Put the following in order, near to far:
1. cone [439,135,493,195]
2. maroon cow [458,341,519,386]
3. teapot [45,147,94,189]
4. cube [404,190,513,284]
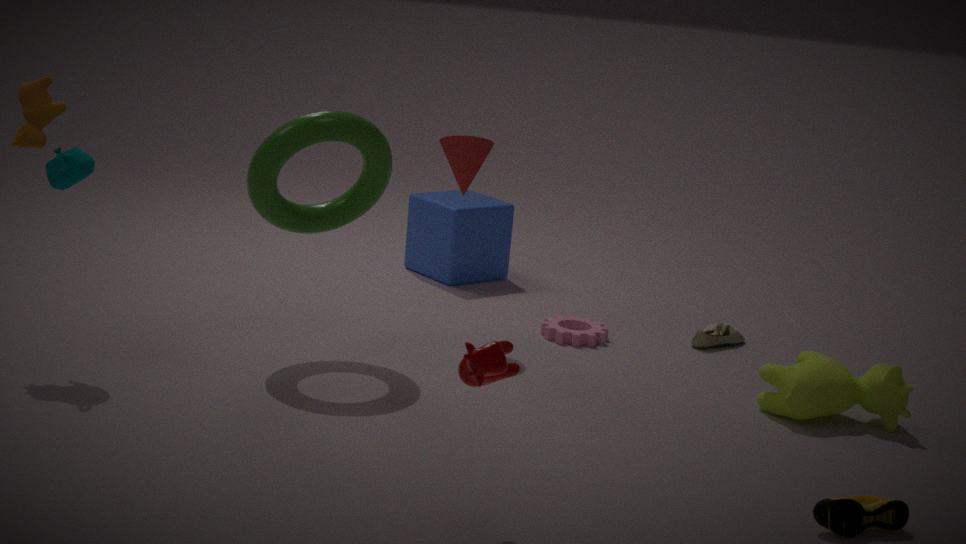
maroon cow [458,341,519,386], teapot [45,147,94,189], cone [439,135,493,195], cube [404,190,513,284]
